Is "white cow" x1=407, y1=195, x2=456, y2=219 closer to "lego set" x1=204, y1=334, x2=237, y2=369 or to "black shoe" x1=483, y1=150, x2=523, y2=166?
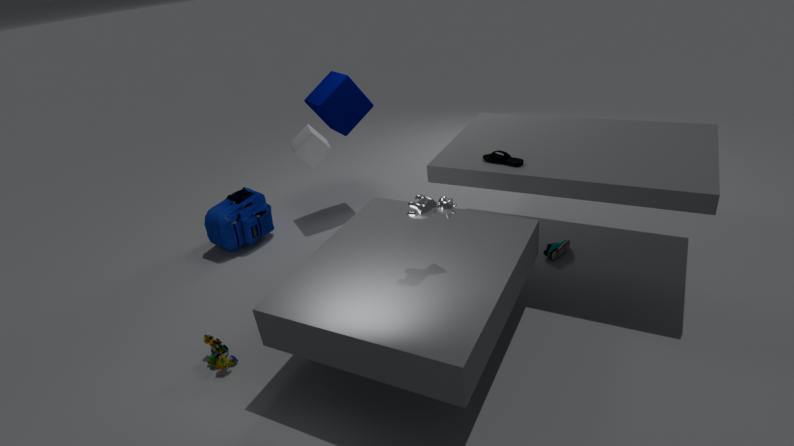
"black shoe" x1=483, y1=150, x2=523, y2=166
